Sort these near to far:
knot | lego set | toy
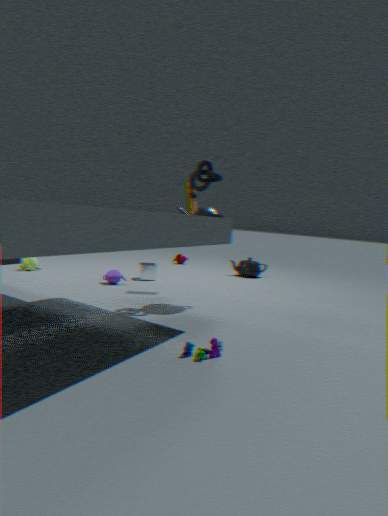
1. lego set
2. knot
3. toy
